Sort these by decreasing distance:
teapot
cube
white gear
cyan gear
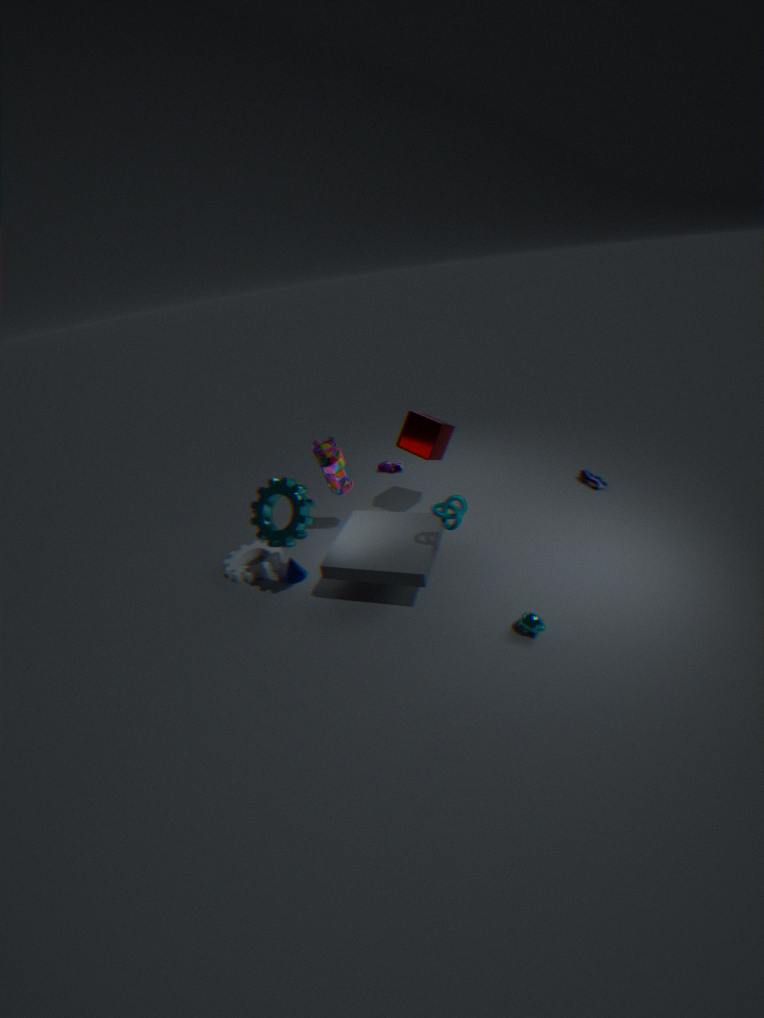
1. cube
2. white gear
3. cyan gear
4. teapot
